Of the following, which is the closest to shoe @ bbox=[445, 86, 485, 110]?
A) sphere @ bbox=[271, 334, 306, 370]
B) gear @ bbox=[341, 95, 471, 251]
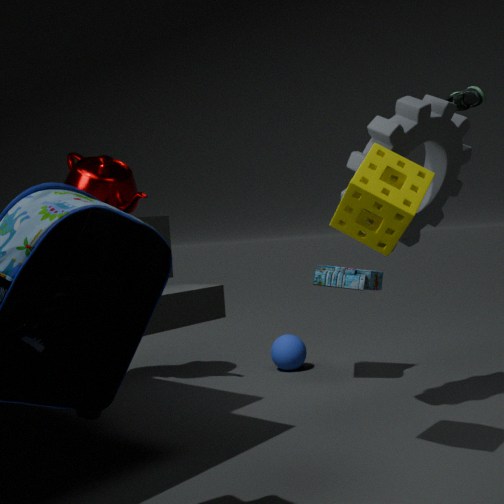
gear @ bbox=[341, 95, 471, 251]
